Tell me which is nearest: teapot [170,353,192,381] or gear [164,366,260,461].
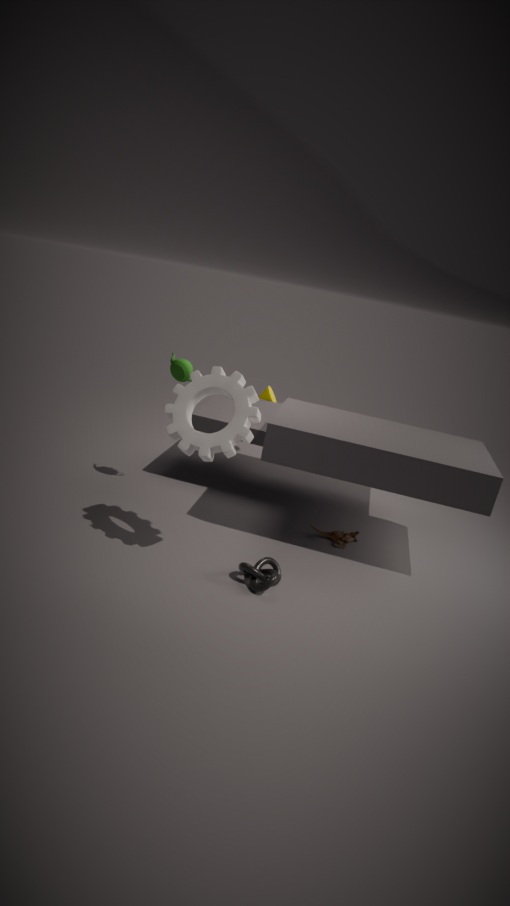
gear [164,366,260,461]
